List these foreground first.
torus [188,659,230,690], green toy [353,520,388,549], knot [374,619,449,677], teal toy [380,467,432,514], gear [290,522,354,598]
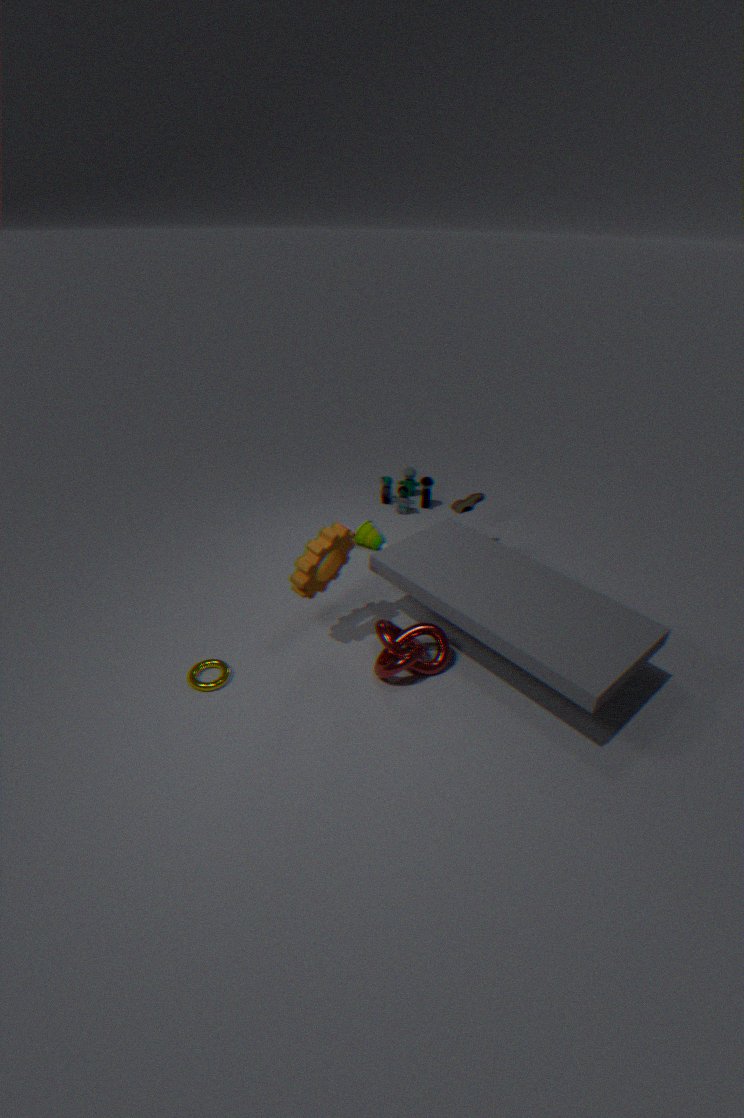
gear [290,522,354,598]
knot [374,619,449,677]
torus [188,659,230,690]
green toy [353,520,388,549]
teal toy [380,467,432,514]
